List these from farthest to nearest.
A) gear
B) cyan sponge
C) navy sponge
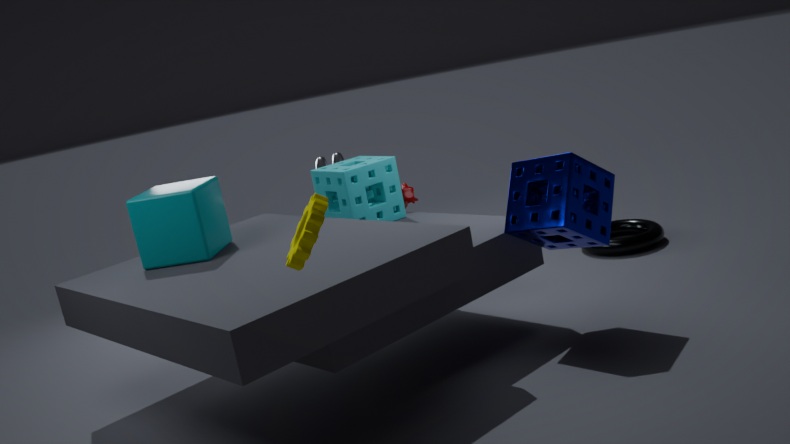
cyan sponge, navy sponge, gear
